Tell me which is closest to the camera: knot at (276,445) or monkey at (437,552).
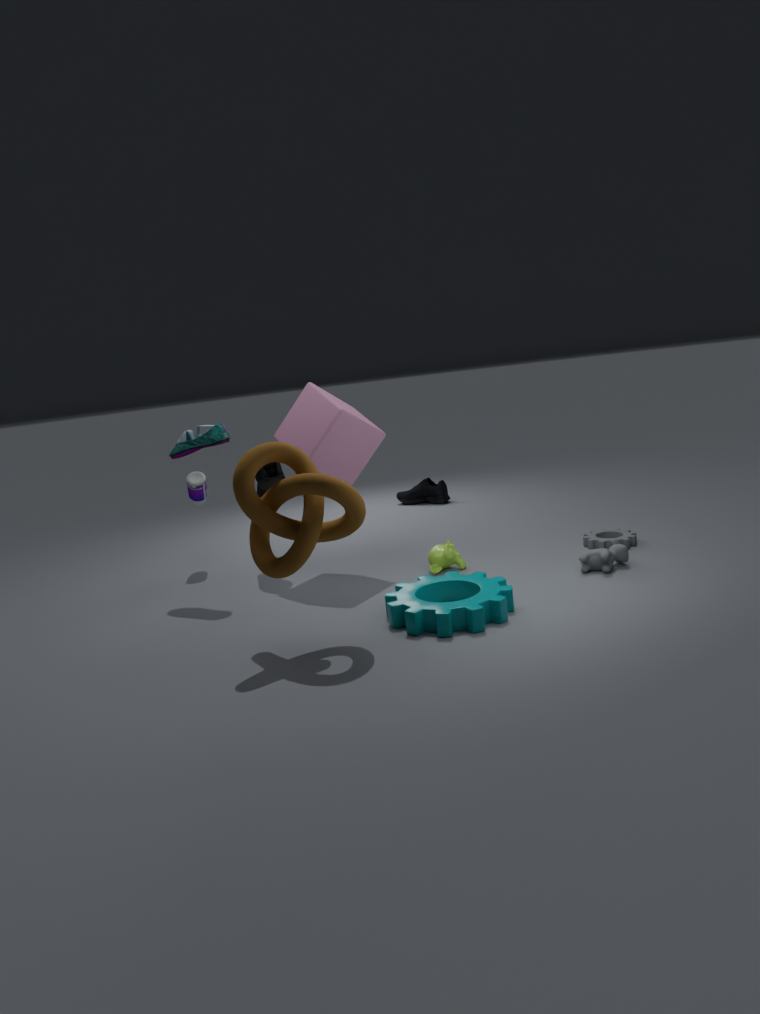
knot at (276,445)
